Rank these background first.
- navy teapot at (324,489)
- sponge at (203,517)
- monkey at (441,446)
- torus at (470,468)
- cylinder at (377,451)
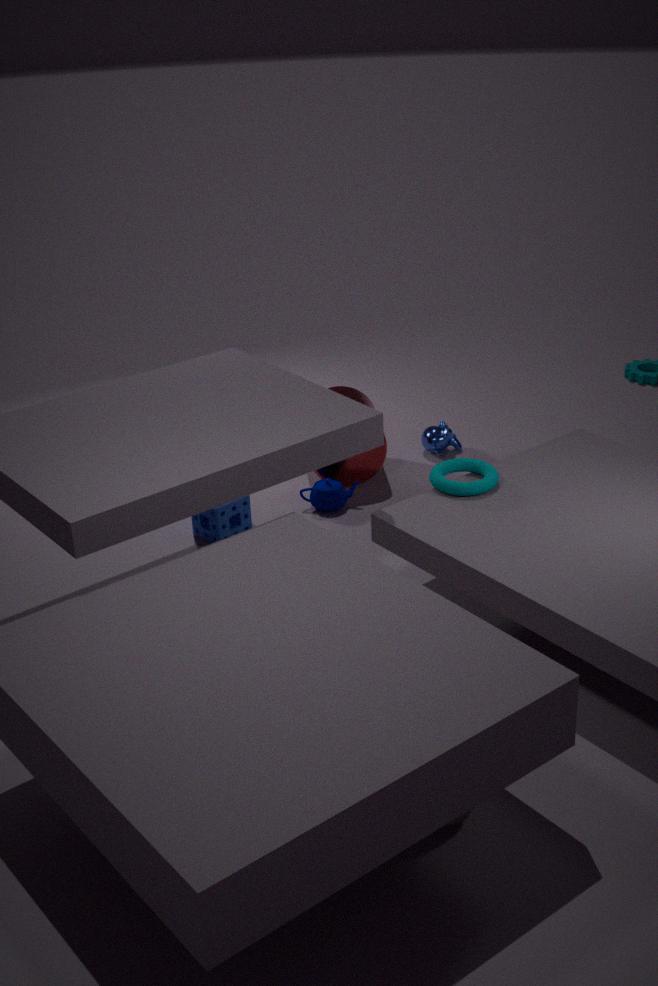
monkey at (441,446) → cylinder at (377,451) → navy teapot at (324,489) → sponge at (203,517) → torus at (470,468)
